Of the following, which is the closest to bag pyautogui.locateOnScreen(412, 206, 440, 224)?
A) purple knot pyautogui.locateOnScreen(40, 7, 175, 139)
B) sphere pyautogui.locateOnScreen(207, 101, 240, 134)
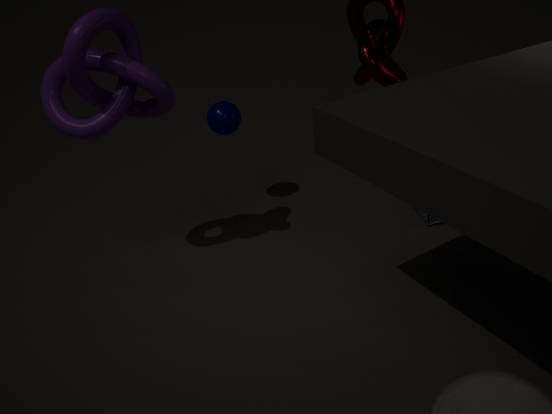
sphere pyautogui.locateOnScreen(207, 101, 240, 134)
